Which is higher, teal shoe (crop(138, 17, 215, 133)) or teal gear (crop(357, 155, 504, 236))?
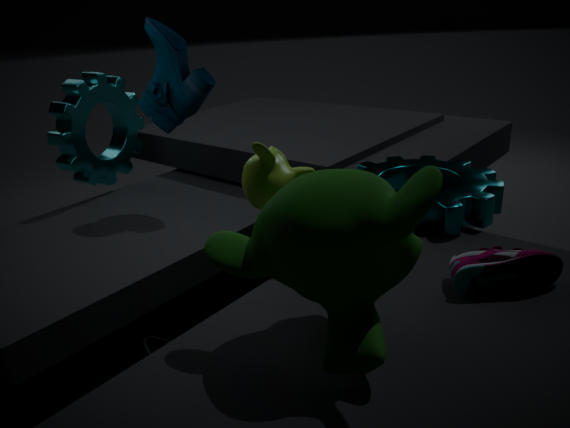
teal shoe (crop(138, 17, 215, 133))
